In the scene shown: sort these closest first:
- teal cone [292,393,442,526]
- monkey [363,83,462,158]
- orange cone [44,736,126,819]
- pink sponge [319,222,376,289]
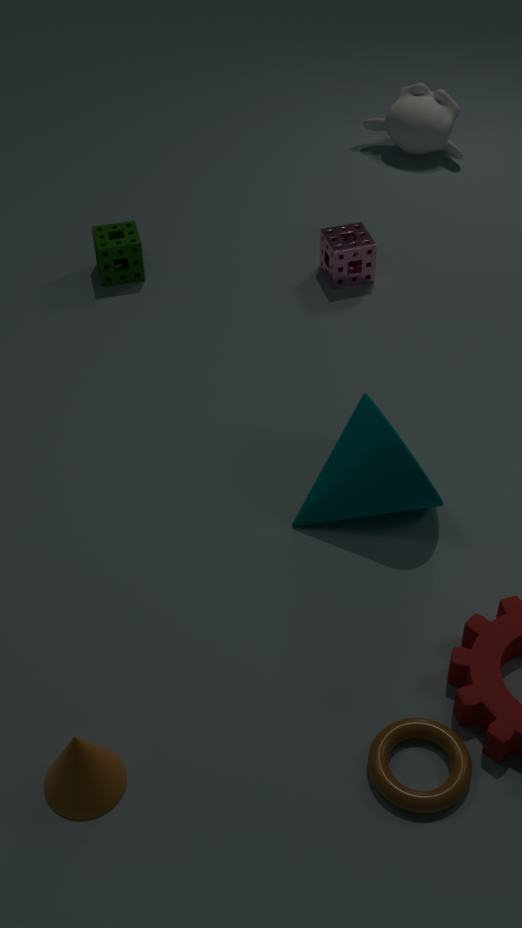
orange cone [44,736,126,819]
teal cone [292,393,442,526]
pink sponge [319,222,376,289]
monkey [363,83,462,158]
